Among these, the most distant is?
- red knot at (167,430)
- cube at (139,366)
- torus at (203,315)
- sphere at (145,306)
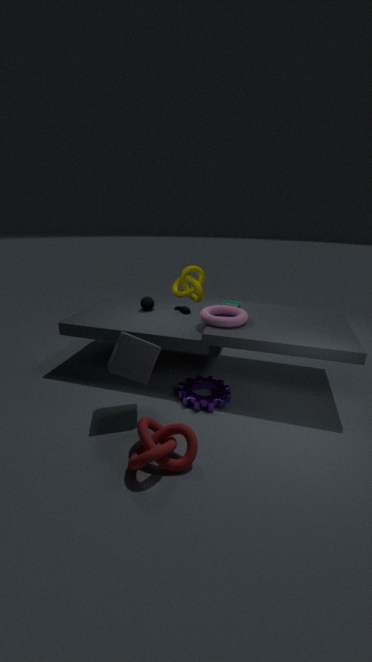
sphere at (145,306)
